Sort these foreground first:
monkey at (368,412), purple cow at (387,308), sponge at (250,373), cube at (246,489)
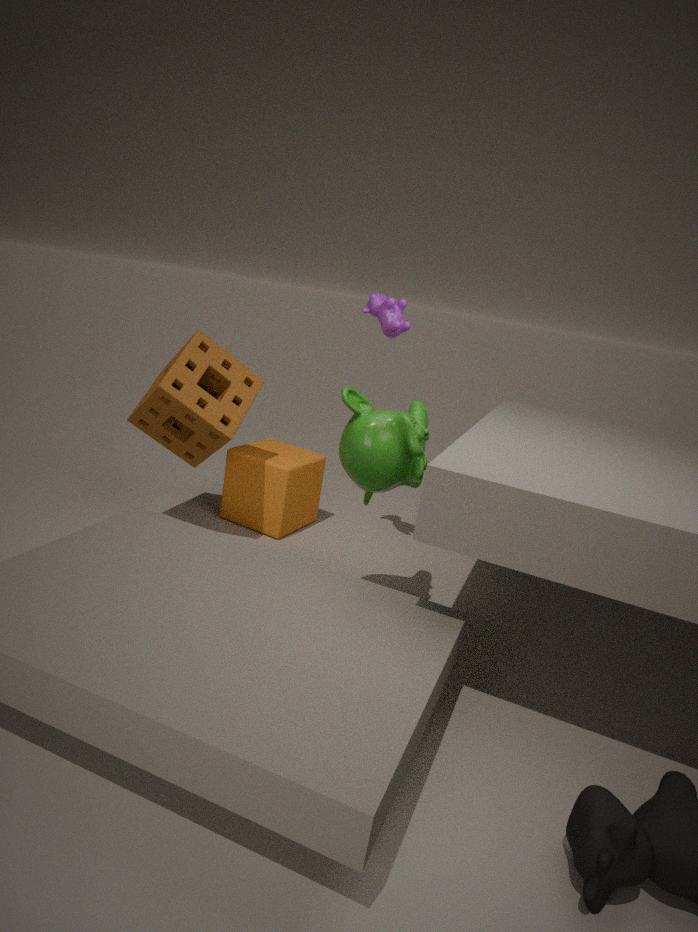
monkey at (368,412), sponge at (250,373), purple cow at (387,308), cube at (246,489)
